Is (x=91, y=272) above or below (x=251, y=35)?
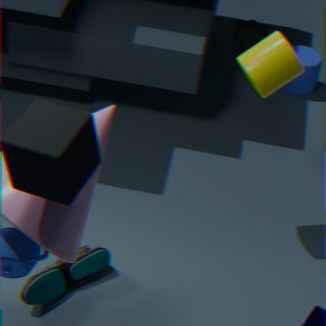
below
